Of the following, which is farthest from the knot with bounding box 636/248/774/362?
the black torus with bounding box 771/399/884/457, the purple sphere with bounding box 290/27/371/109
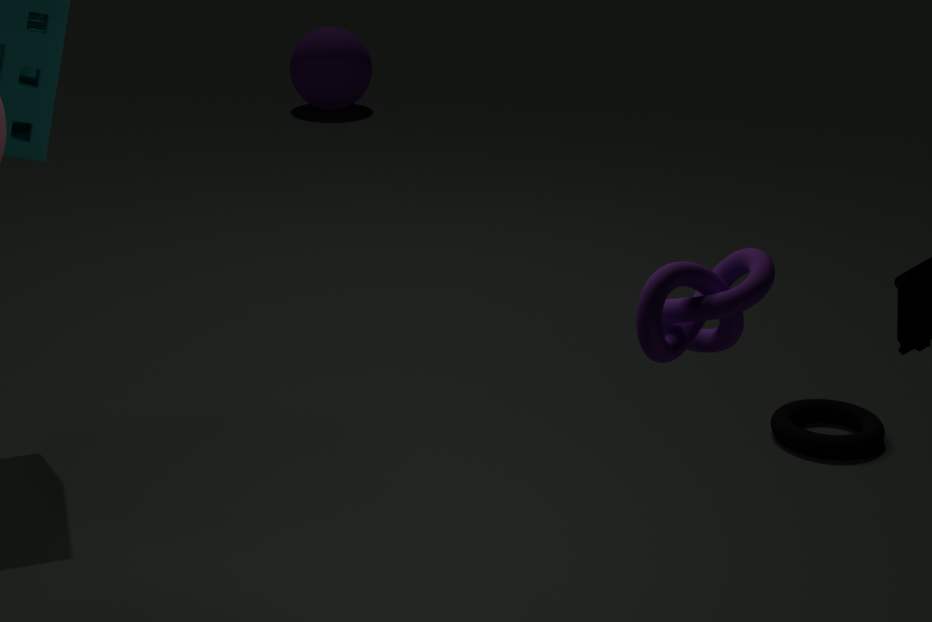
the purple sphere with bounding box 290/27/371/109
